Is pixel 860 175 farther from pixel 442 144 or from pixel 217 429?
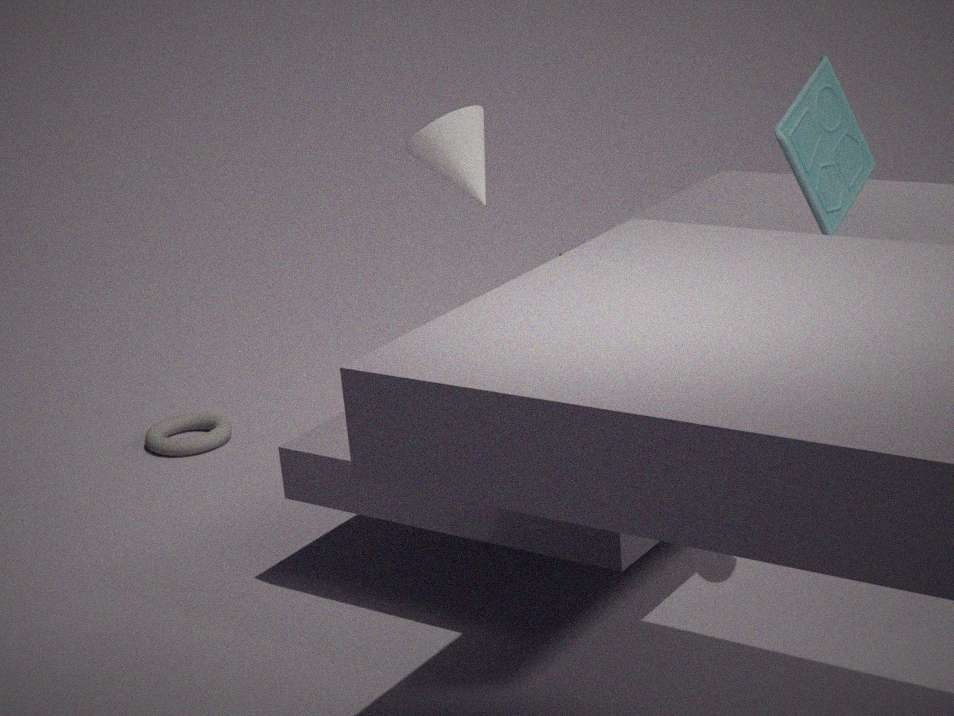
pixel 217 429
